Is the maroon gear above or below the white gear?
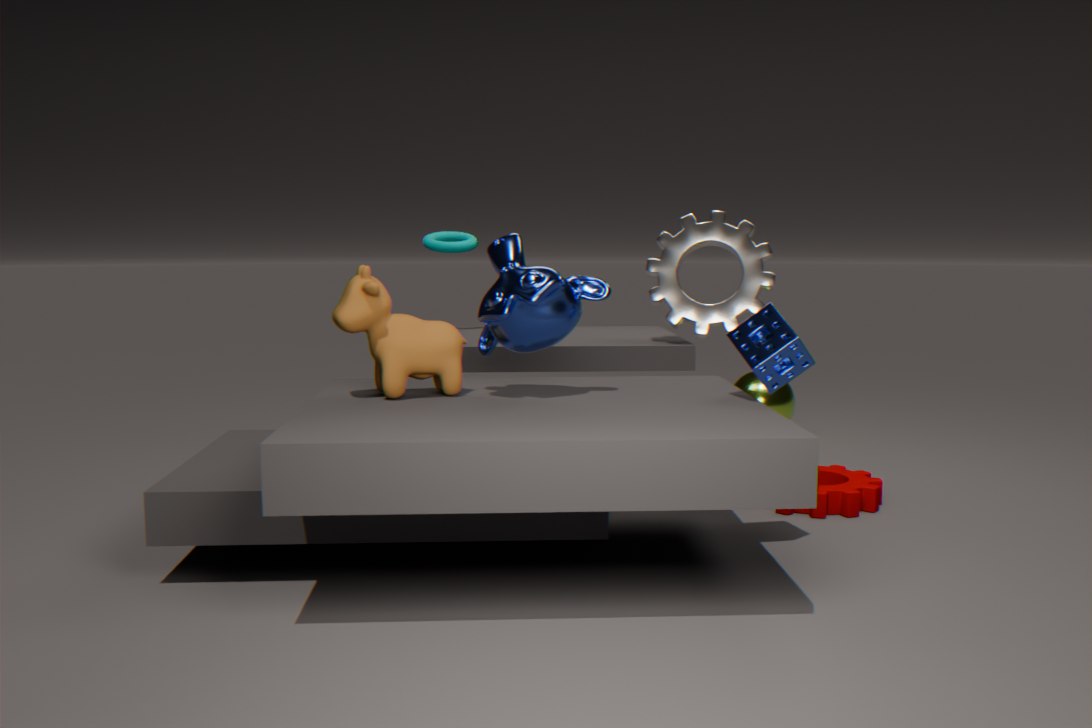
below
